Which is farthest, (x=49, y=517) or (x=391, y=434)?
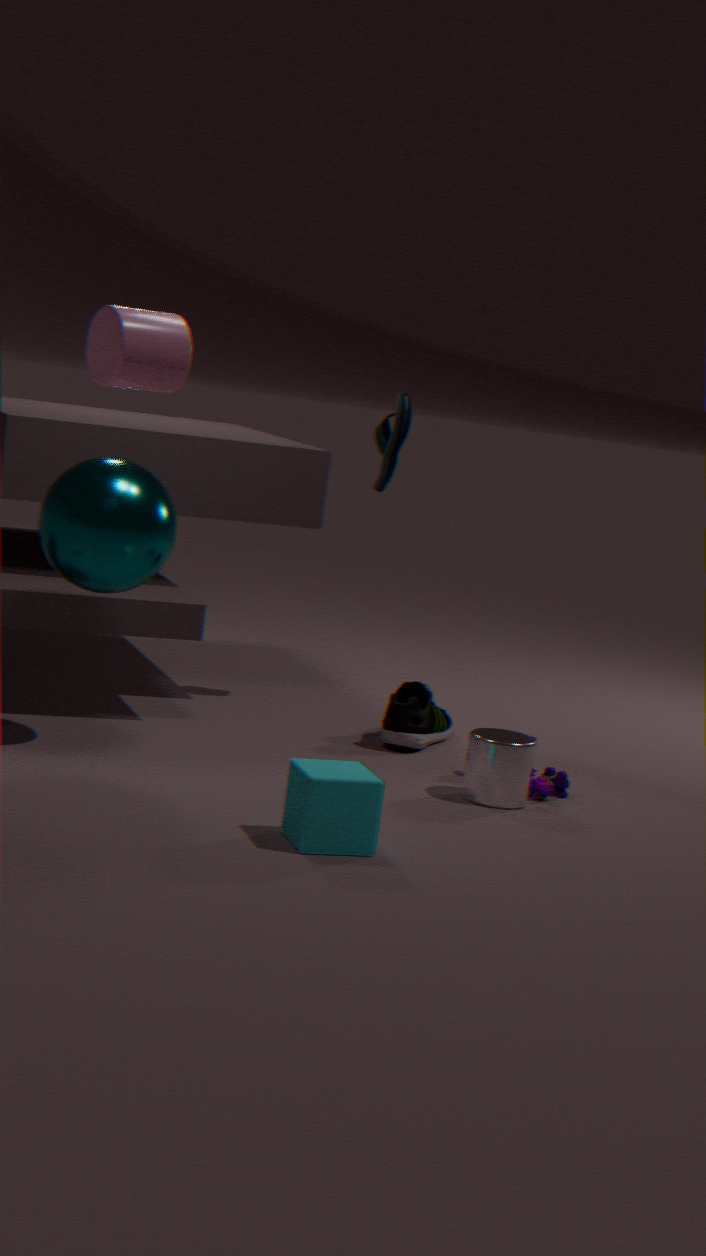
(x=391, y=434)
